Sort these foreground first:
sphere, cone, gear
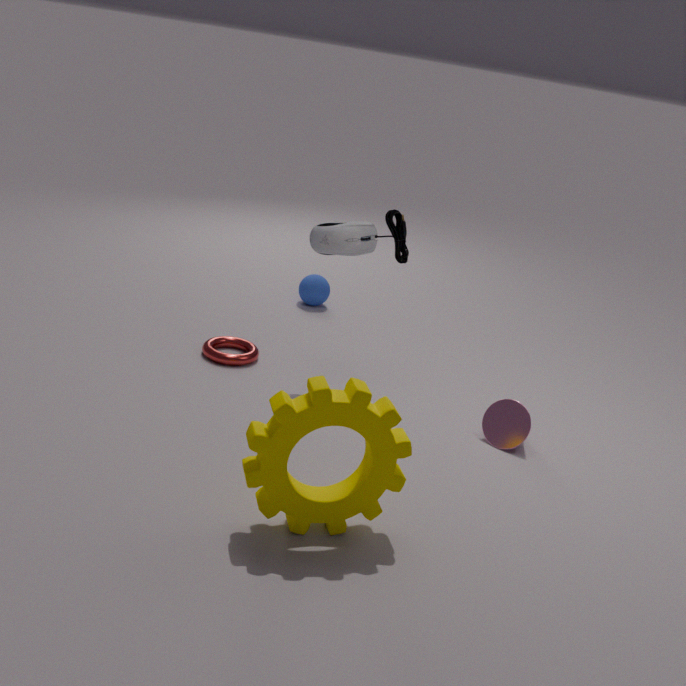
gear < cone < sphere
